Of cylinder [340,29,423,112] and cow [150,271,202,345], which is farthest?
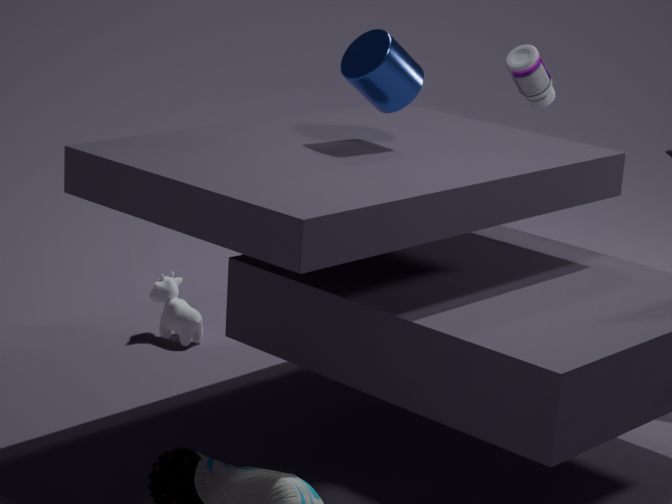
cow [150,271,202,345]
